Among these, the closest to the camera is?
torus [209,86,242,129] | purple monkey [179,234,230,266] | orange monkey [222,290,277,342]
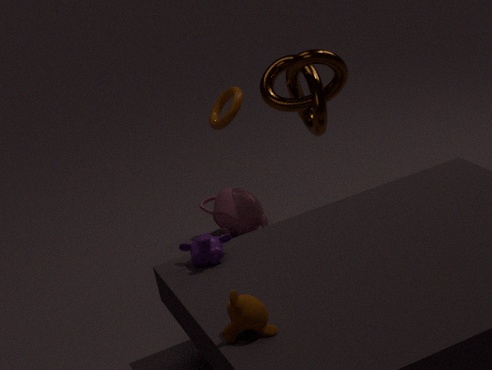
orange monkey [222,290,277,342]
